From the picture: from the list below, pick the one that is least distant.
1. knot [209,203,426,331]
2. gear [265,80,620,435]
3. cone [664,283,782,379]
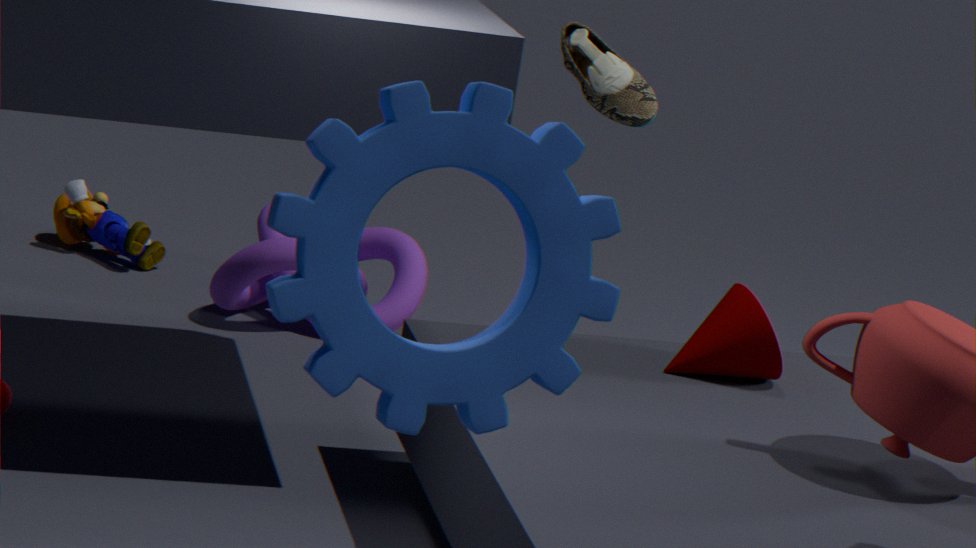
gear [265,80,620,435]
